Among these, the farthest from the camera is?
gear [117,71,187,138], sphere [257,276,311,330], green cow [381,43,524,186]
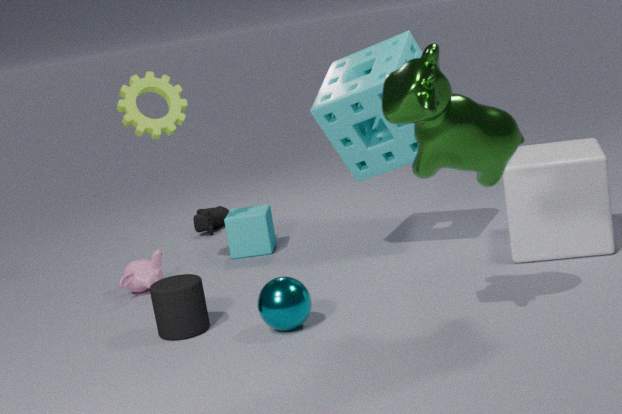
gear [117,71,187,138]
